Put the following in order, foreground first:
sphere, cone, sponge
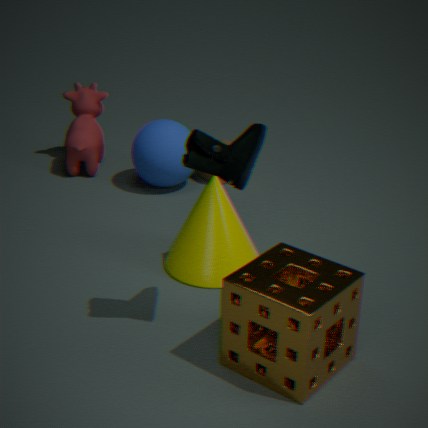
sponge < cone < sphere
